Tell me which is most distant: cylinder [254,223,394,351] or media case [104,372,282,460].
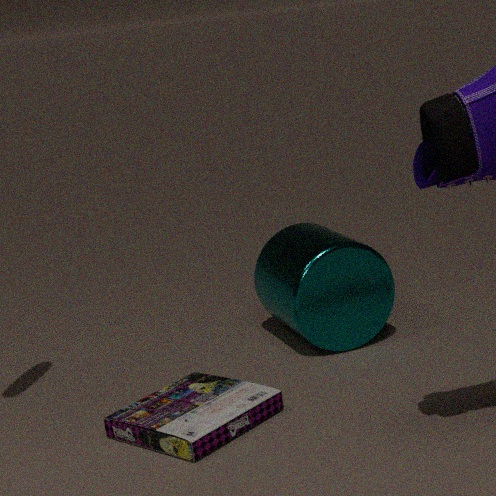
cylinder [254,223,394,351]
